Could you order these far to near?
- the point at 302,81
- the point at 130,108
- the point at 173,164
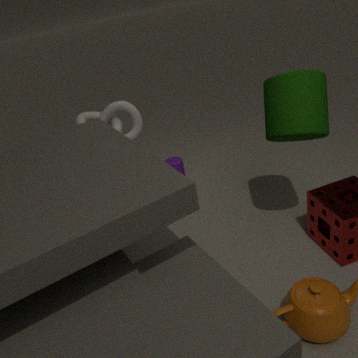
the point at 173,164 → the point at 130,108 → the point at 302,81
